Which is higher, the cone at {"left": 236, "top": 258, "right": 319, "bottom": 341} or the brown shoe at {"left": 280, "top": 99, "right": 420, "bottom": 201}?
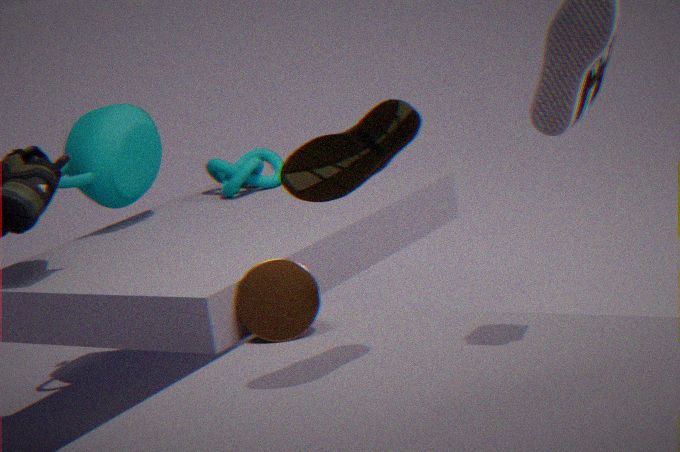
the brown shoe at {"left": 280, "top": 99, "right": 420, "bottom": 201}
